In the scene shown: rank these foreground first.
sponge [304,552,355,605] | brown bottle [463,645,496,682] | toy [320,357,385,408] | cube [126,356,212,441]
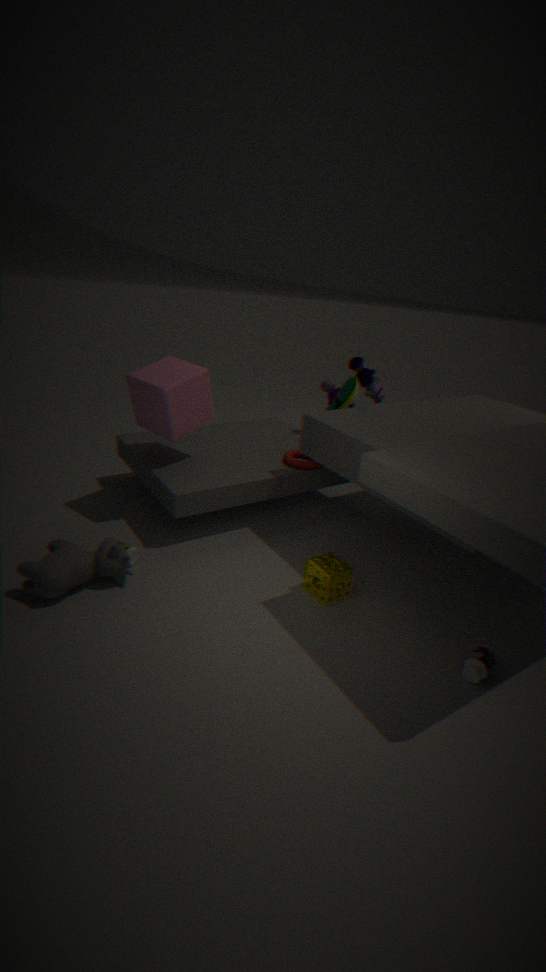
1. brown bottle [463,645,496,682]
2. sponge [304,552,355,605]
3. cube [126,356,212,441]
4. toy [320,357,385,408]
